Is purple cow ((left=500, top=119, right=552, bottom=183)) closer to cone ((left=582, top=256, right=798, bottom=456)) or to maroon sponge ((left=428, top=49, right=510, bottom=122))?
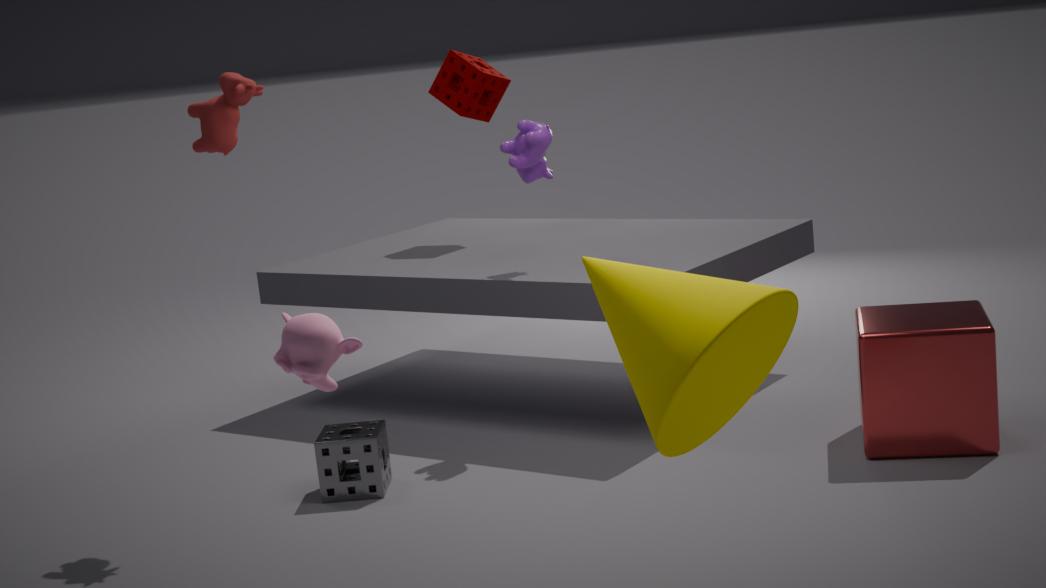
Result: maroon sponge ((left=428, top=49, right=510, bottom=122))
